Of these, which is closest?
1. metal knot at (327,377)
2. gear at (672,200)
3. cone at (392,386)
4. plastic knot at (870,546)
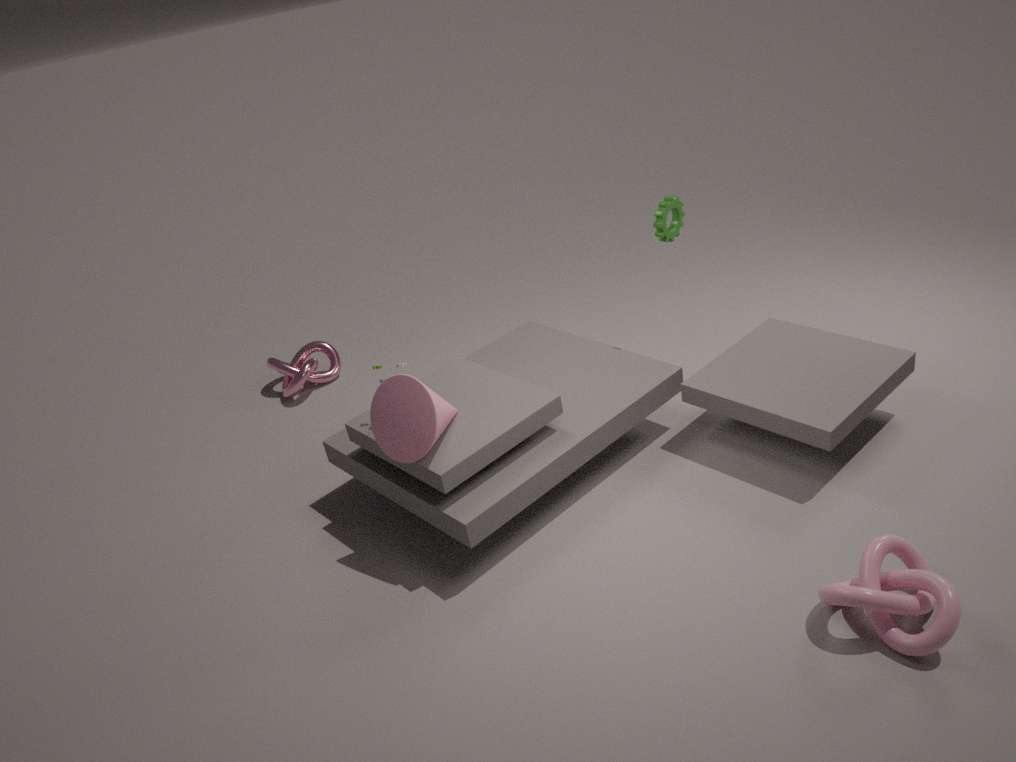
plastic knot at (870,546)
